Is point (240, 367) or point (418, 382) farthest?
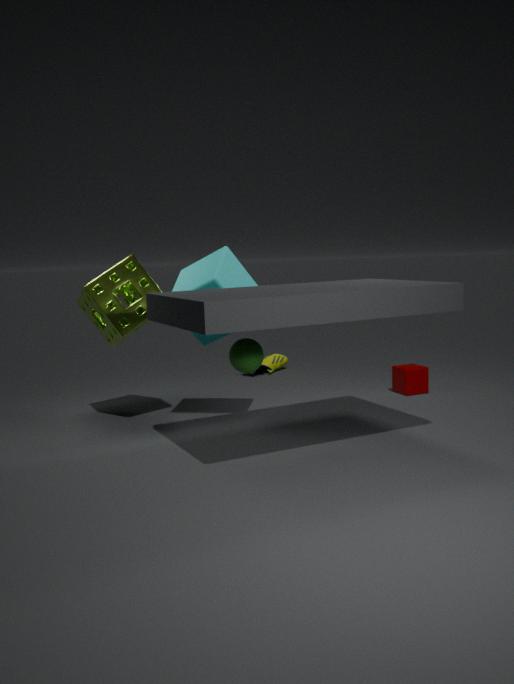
point (418, 382)
